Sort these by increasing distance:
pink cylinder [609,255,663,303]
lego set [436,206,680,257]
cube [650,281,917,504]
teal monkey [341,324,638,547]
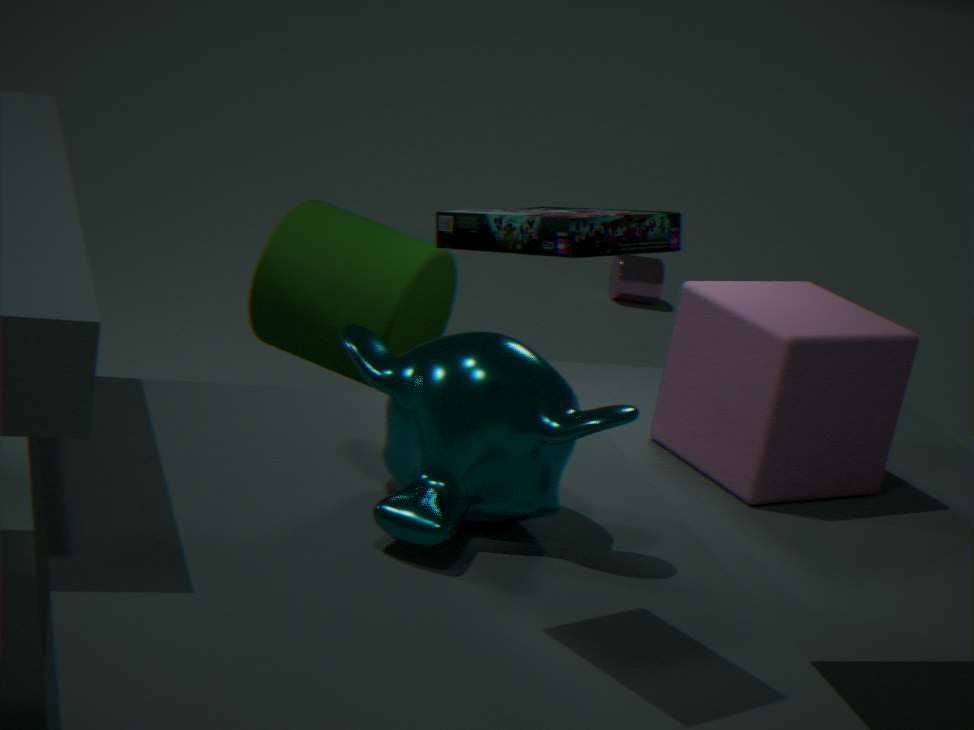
lego set [436,206,680,257]
teal monkey [341,324,638,547]
cube [650,281,917,504]
pink cylinder [609,255,663,303]
